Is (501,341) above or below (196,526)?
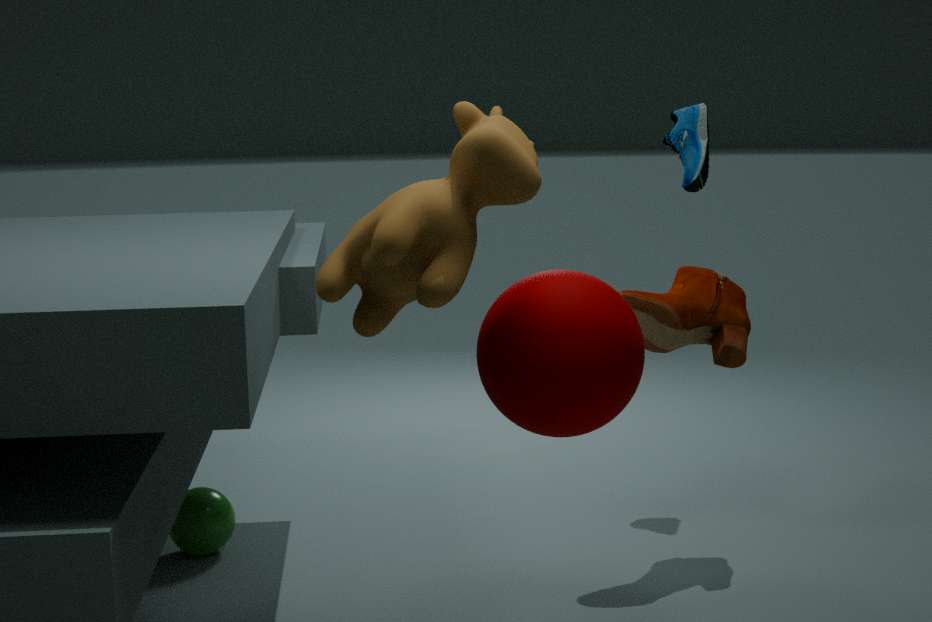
above
